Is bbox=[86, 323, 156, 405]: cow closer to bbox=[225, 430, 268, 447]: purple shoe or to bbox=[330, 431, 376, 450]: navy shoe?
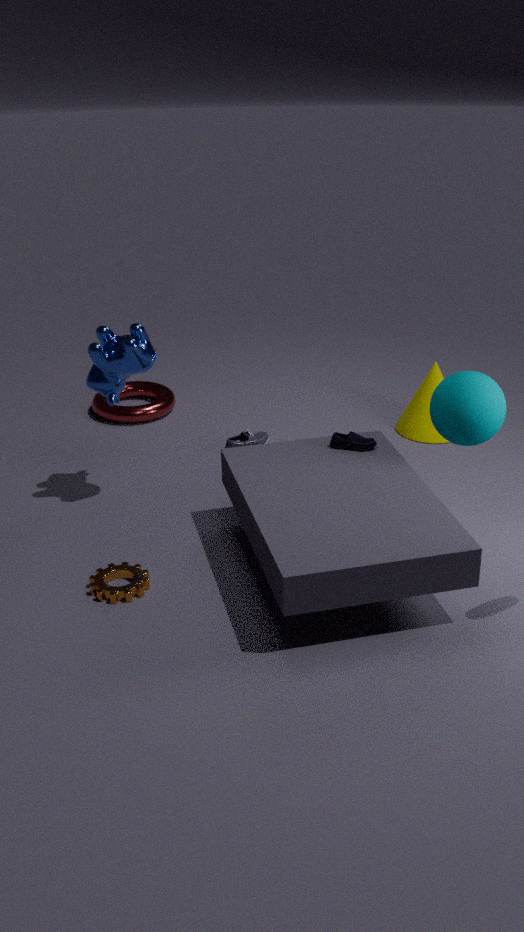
bbox=[225, 430, 268, 447]: purple shoe
